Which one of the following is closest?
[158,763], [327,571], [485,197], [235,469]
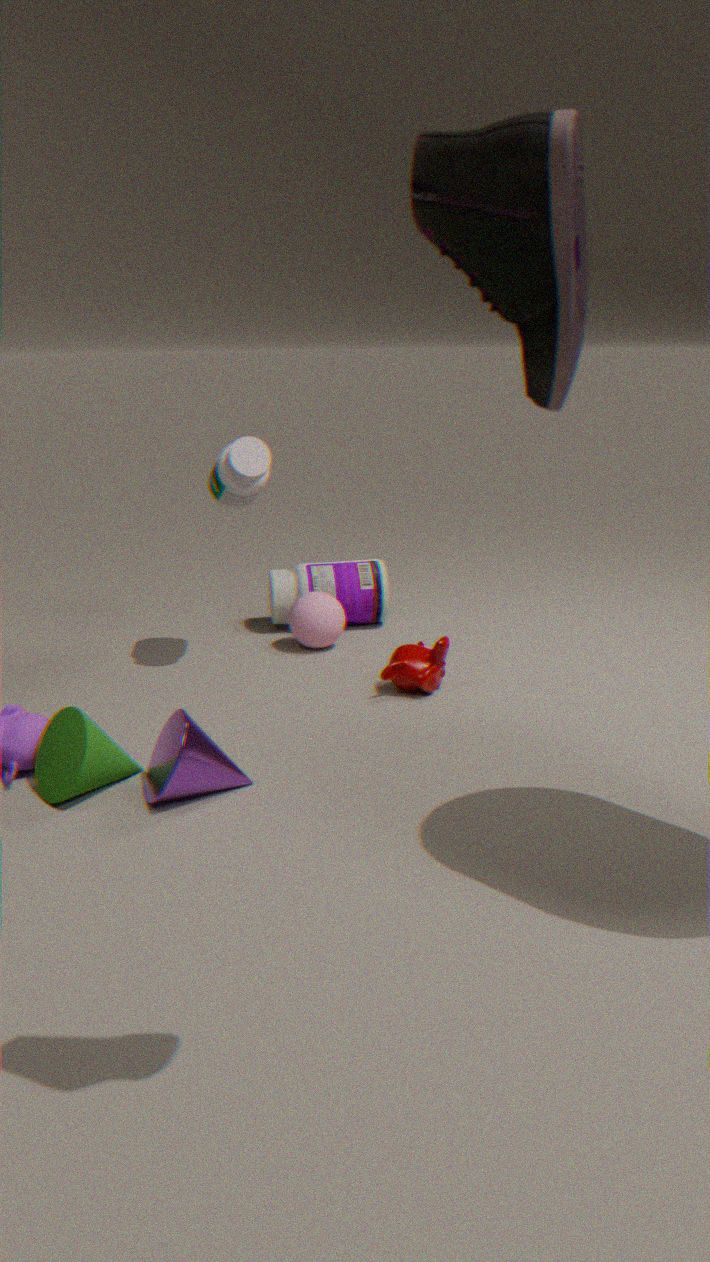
[485,197]
